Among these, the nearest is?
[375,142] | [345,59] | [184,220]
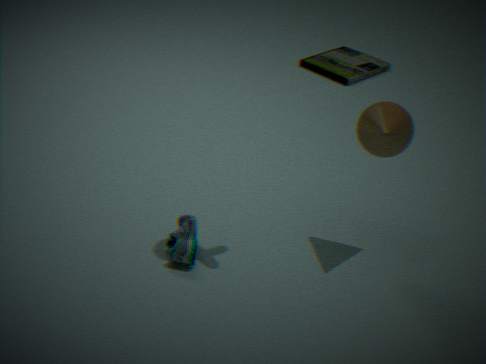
[184,220]
